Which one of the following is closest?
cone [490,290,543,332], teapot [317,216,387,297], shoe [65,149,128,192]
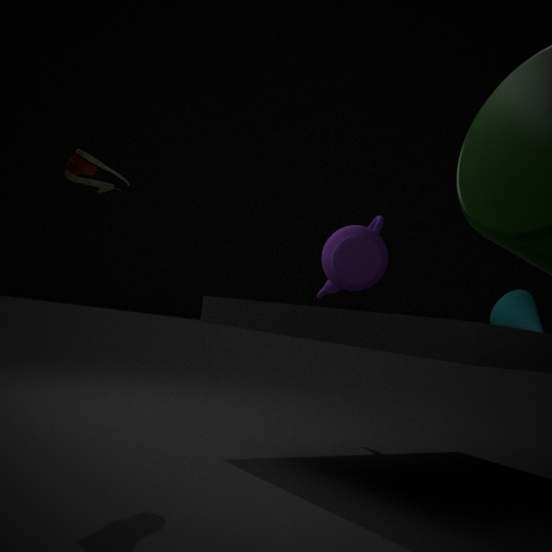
shoe [65,149,128,192]
